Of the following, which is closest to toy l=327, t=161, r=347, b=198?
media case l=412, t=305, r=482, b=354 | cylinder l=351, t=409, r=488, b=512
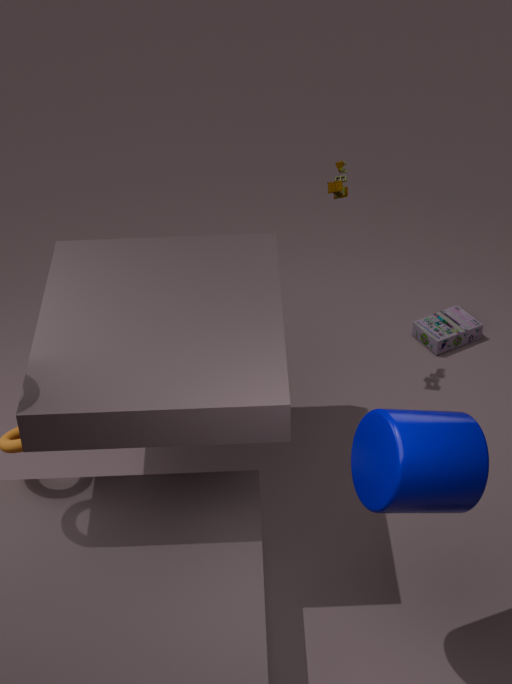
media case l=412, t=305, r=482, b=354
